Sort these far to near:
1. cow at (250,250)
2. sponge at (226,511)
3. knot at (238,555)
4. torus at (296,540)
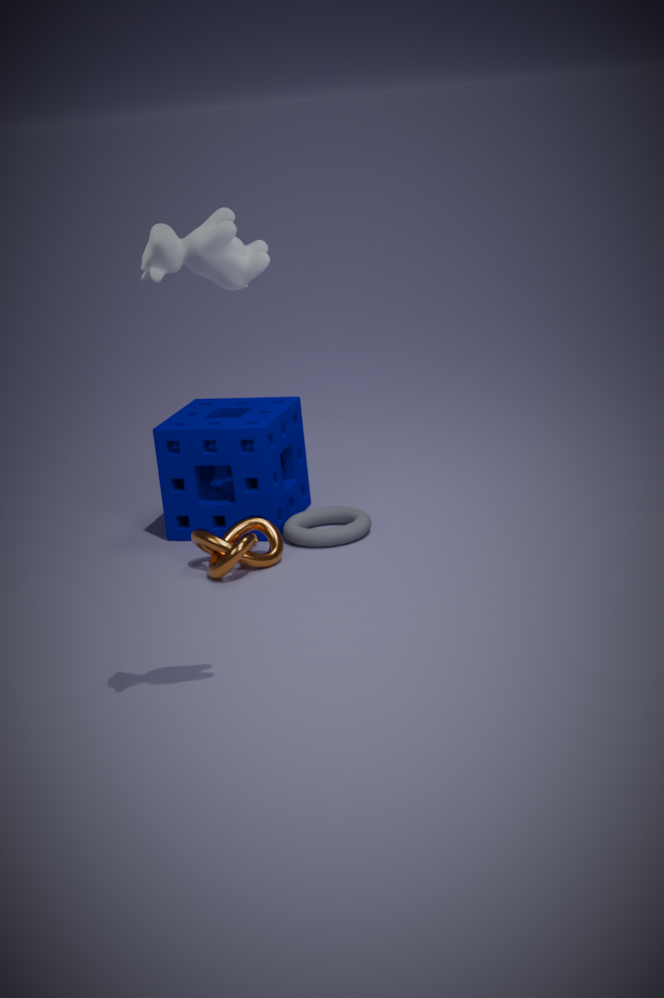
sponge at (226,511)
torus at (296,540)
knot at (238,555)
cow at (250,250)
